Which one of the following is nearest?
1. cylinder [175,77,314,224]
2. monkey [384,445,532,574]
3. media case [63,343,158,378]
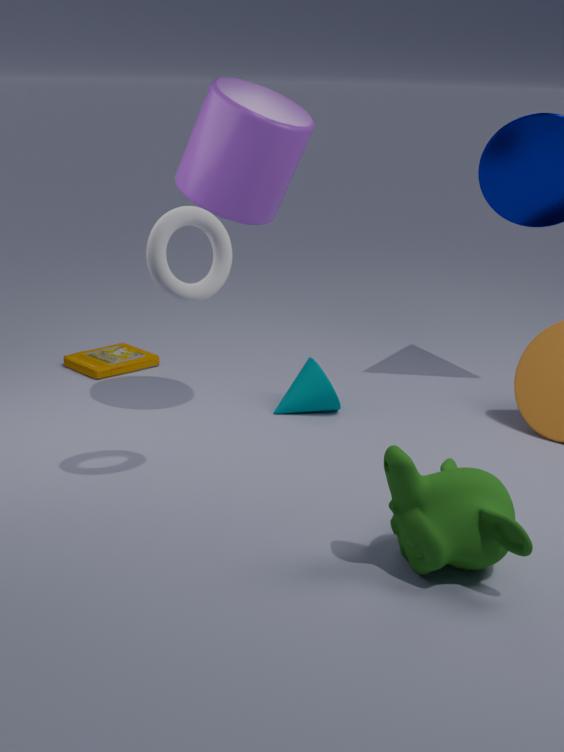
monkey [384,445,532,574]
